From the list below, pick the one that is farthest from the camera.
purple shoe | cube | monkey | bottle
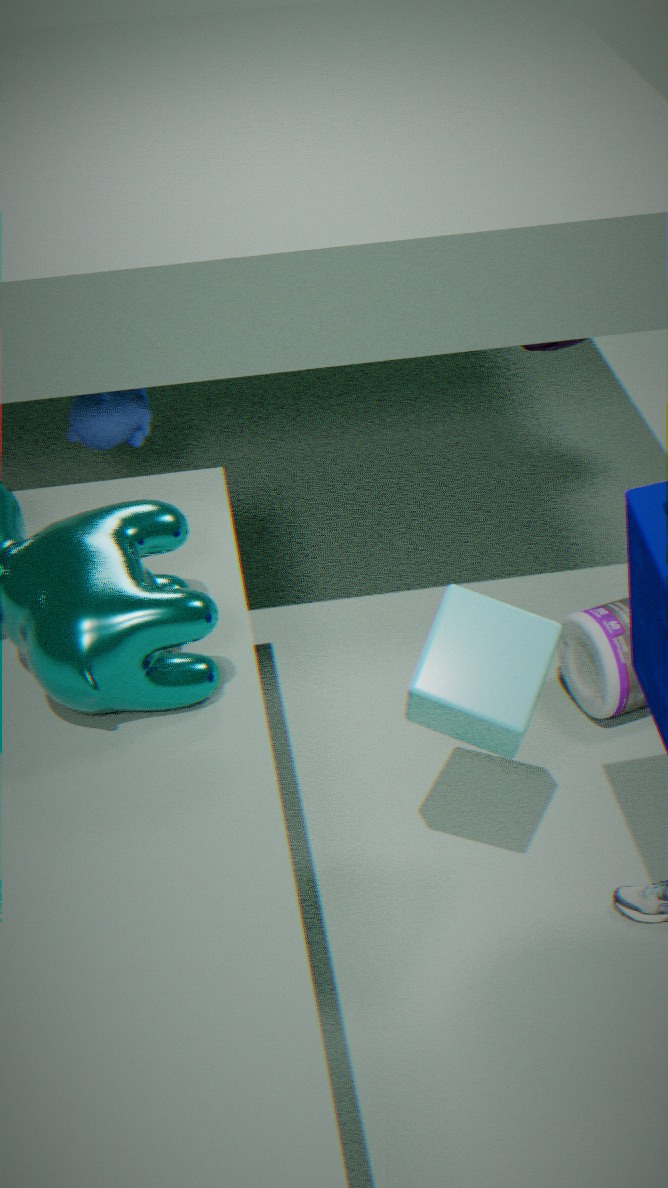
purple shoe
